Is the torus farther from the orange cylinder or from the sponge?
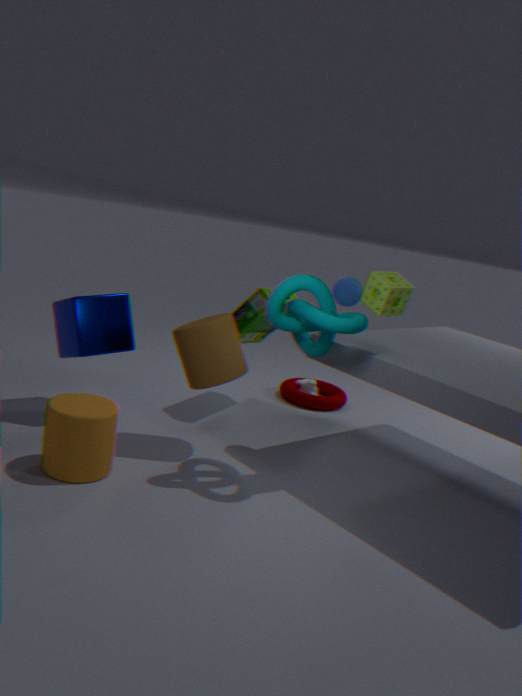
the orange cylinder
